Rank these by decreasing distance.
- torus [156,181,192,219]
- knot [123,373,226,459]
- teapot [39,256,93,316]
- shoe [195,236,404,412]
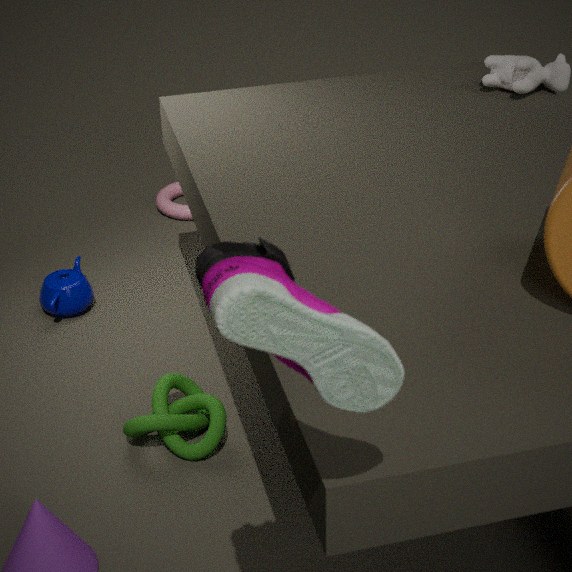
torus [156,181,192,219]
teapot [39,256,93,316]
knot [123,373,226,459]
shoe [195,236,404,412]
